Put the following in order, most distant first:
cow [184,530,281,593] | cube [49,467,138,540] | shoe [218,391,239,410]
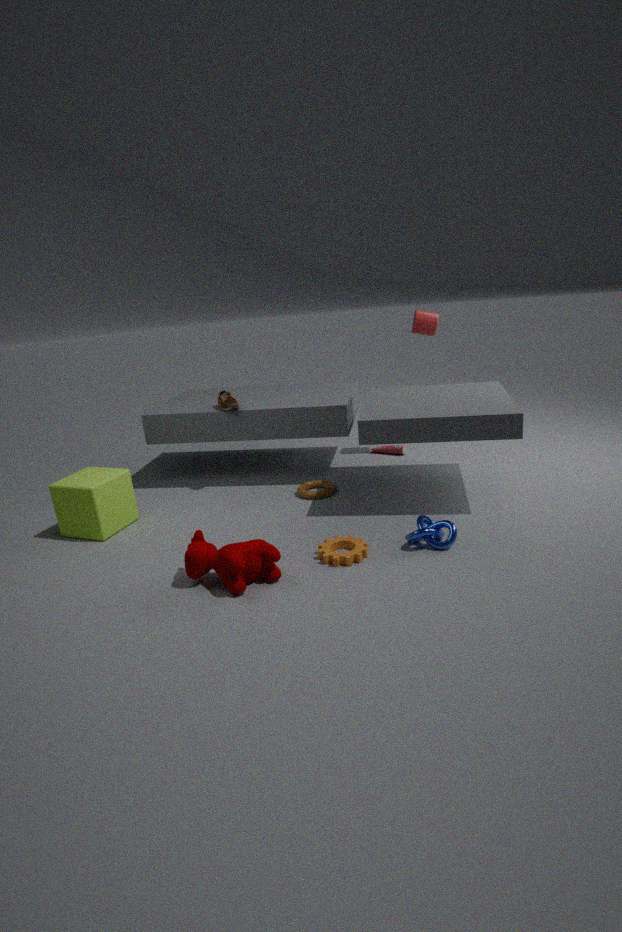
shoe [218,391,239,410], cube [49,467,138,540], cow [184,530,281,593]
